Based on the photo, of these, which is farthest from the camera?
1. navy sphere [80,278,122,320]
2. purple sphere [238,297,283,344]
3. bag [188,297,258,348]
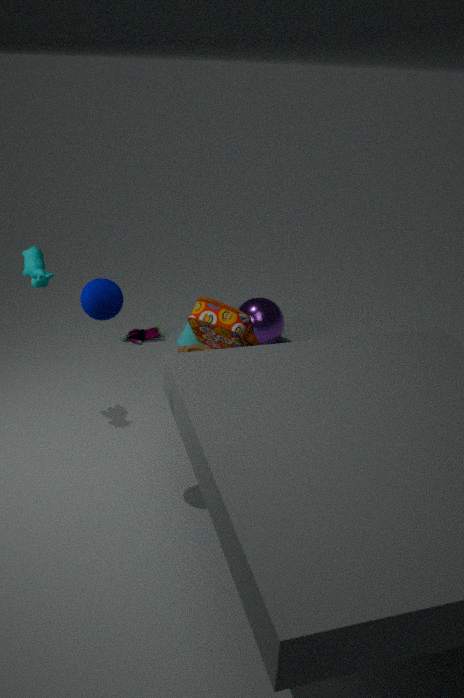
purple sphere [238,297,283,344]
